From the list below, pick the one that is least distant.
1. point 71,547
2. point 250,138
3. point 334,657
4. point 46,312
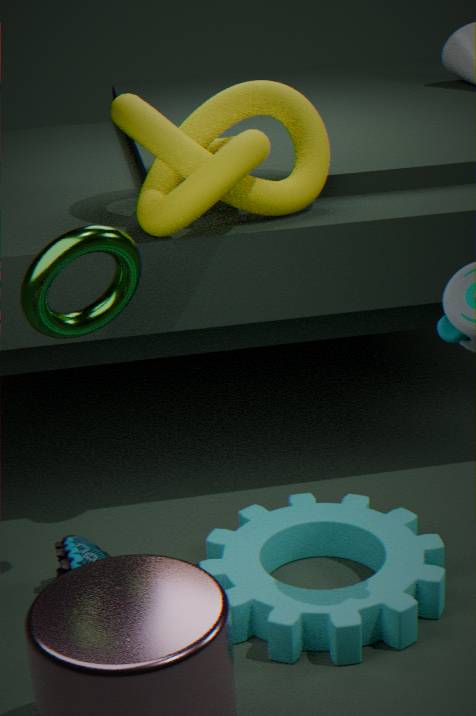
point 46,312
